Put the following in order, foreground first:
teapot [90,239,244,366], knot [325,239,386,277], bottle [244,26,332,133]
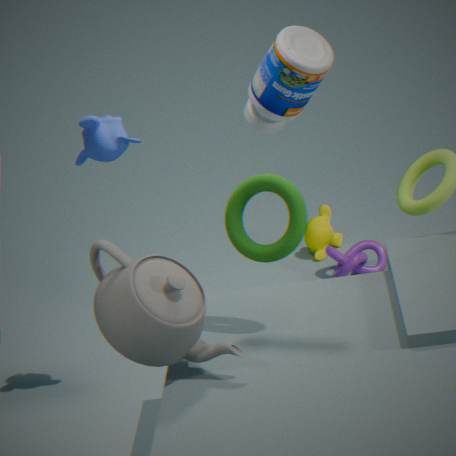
teapot [90,239,244,366], bottle [244,26,332,133], knot [325,239,386,277]
